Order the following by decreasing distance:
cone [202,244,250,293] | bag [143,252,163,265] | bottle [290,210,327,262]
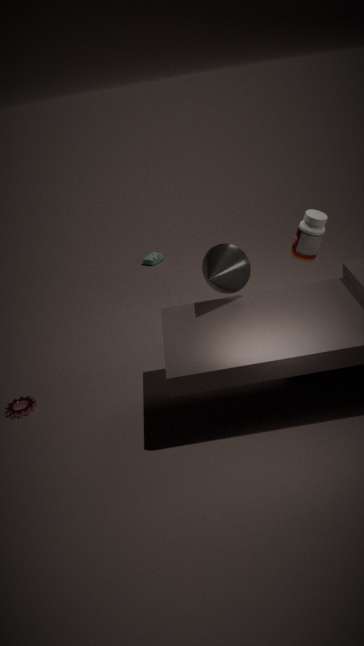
bag [143,252,163,265] < bottle [290,210,327,262] < cone [202,244,250,293]
